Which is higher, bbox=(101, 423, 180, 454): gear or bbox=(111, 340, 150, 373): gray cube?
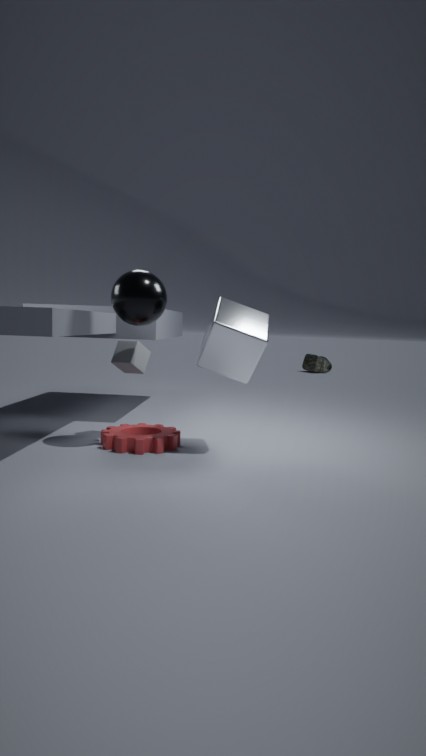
bbox=(111, 340, 150, 373): gray cube
